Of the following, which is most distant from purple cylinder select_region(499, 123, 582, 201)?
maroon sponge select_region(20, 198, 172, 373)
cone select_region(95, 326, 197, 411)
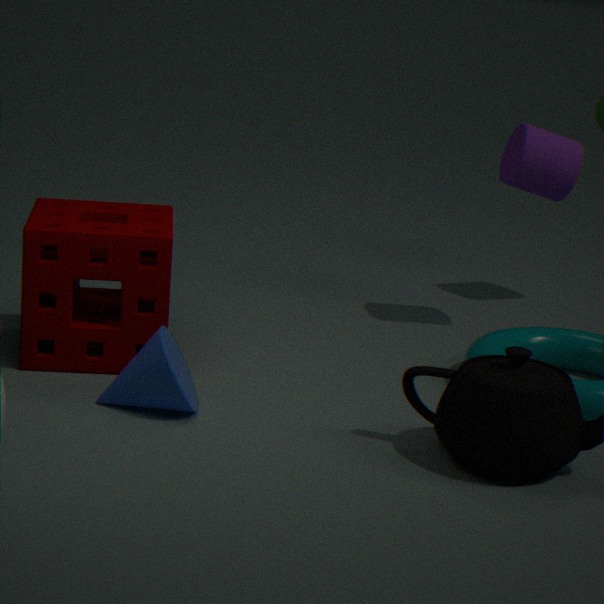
cone select_region(95, 326, 197, 411)
